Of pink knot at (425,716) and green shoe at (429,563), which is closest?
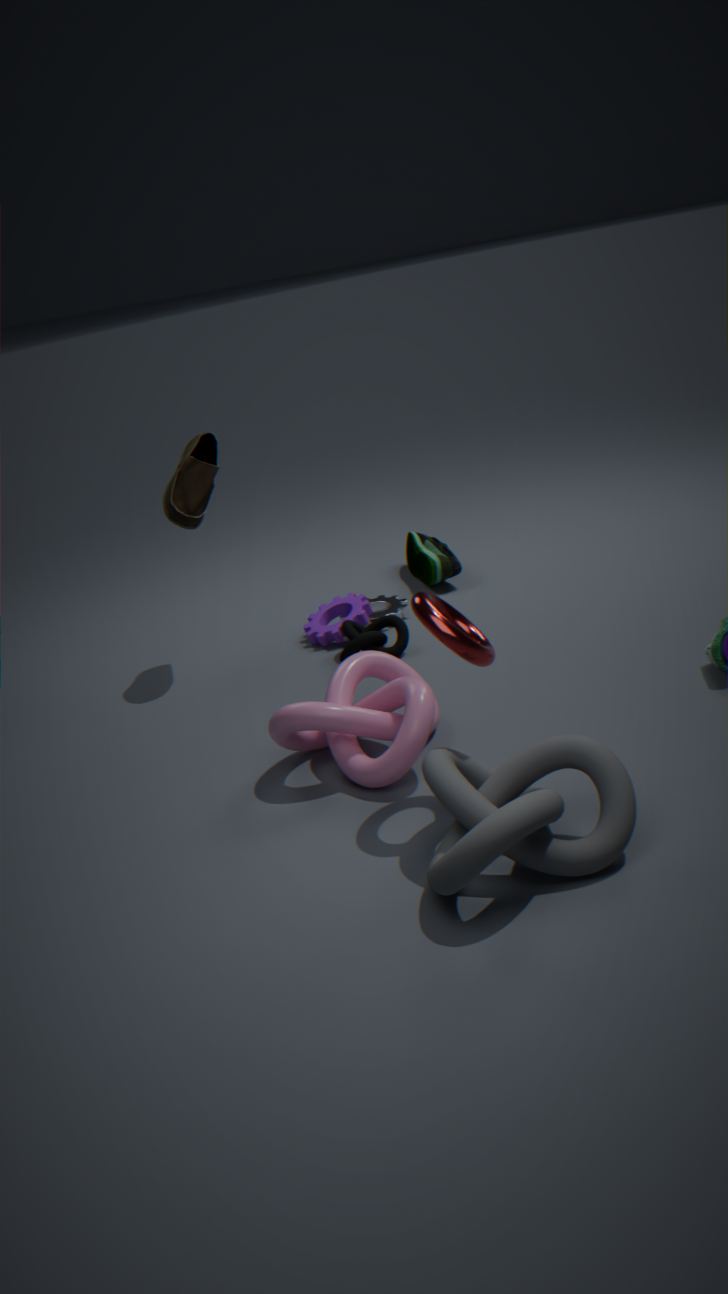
pink knot at (425,716)
